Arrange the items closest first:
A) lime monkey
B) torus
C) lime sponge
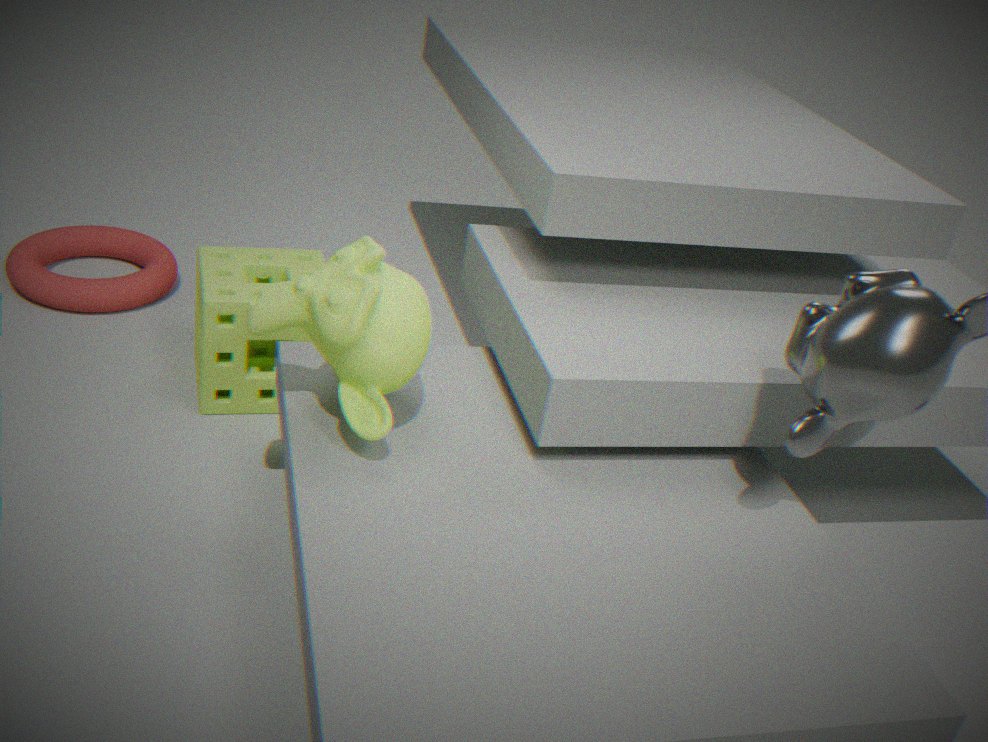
lime monkey < lime sponge < torus
